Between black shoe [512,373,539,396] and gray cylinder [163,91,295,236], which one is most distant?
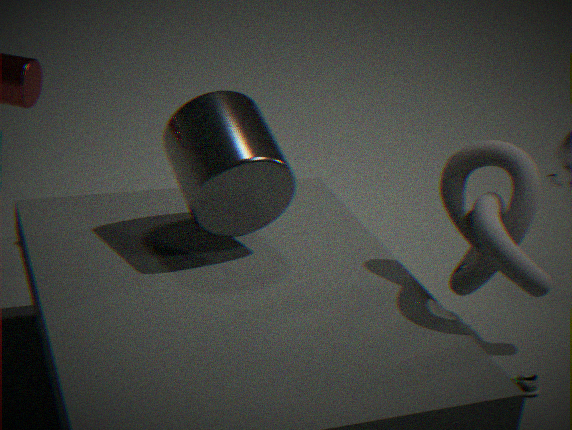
black shoe [512,373,539,396]
